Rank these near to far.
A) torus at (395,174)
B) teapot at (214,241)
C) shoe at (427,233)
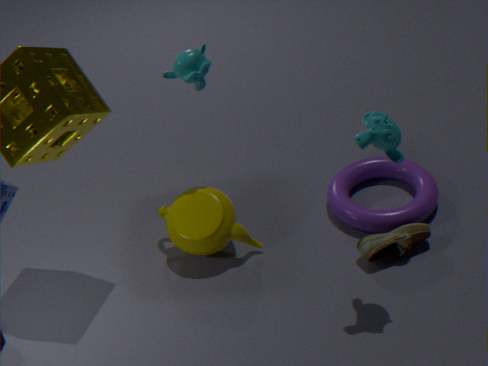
shoe at (427,233), teapot at (214,241), torus at (395,174)
